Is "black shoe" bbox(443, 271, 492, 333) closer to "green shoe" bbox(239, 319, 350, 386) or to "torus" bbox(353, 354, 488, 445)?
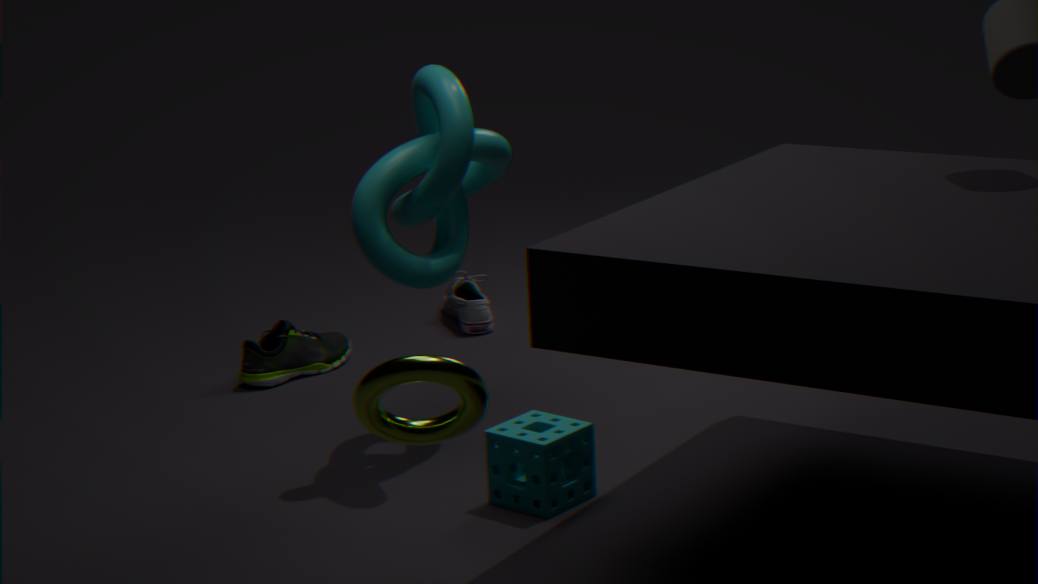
"green shoe" bbox(239, 319, 350, 386)
